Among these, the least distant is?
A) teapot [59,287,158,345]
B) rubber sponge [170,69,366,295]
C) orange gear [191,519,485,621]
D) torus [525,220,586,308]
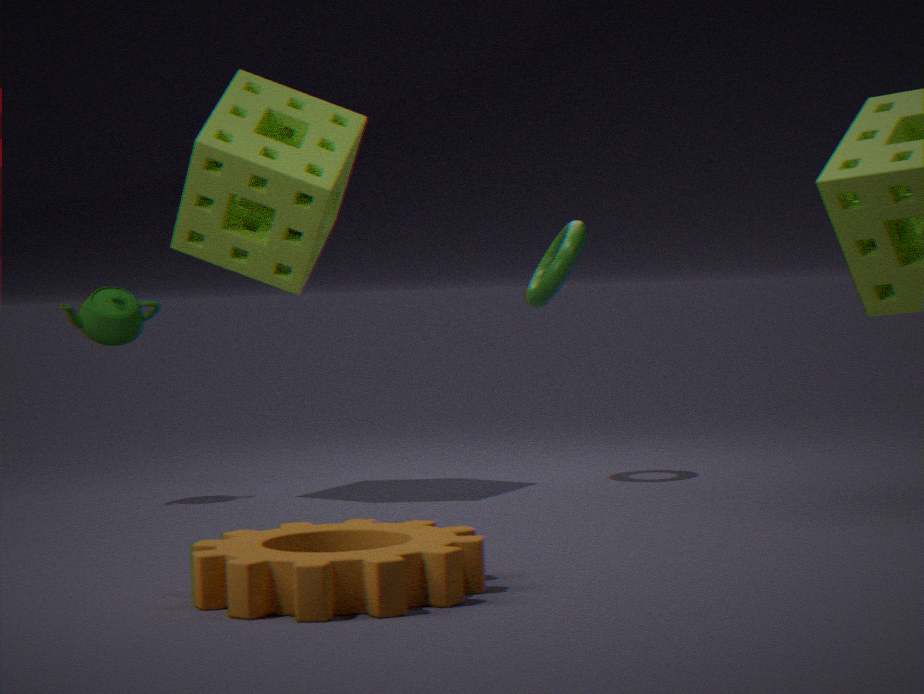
orange gear [191,519,485,621]
